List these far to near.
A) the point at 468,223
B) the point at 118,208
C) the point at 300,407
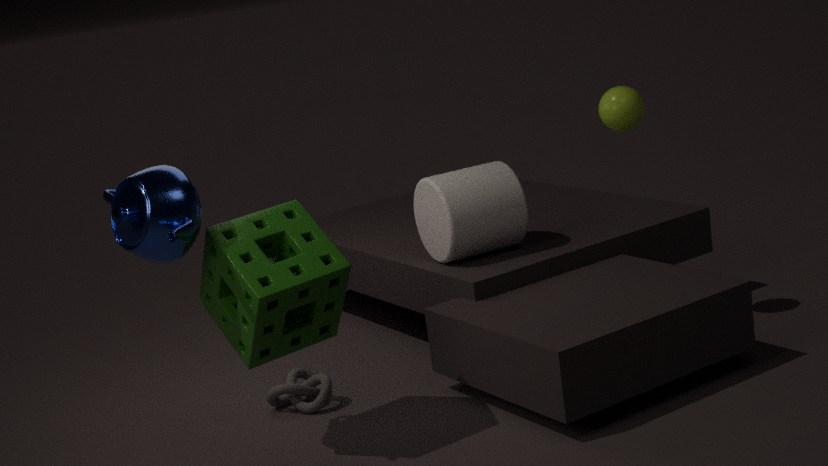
the point at 468,223
the point at 300,407
the point at 118,208
